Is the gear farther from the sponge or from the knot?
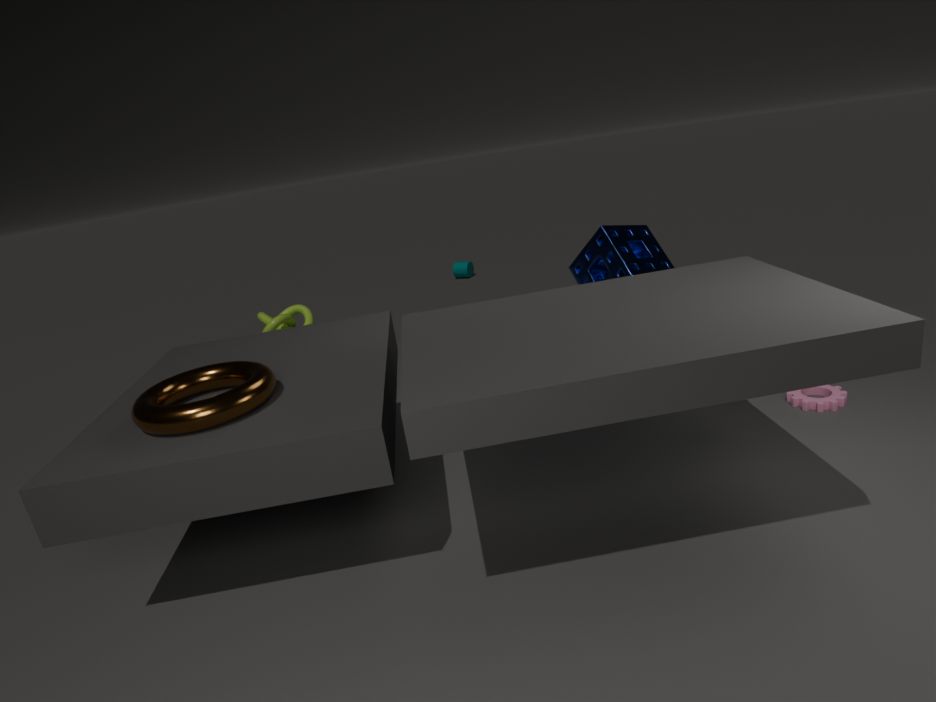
the knot
